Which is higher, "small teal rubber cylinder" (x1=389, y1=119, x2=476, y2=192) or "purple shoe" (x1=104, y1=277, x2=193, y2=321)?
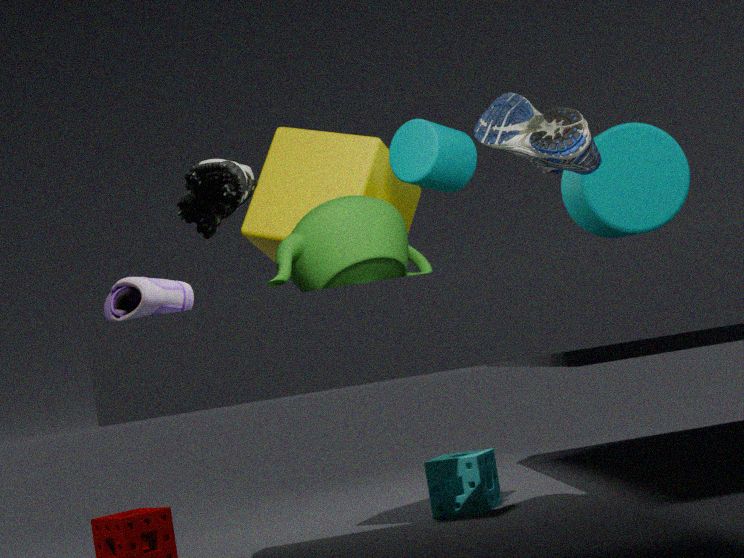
"small teal rubber cylinder" (x1=389, y1=119, x2=476, y2=192)
